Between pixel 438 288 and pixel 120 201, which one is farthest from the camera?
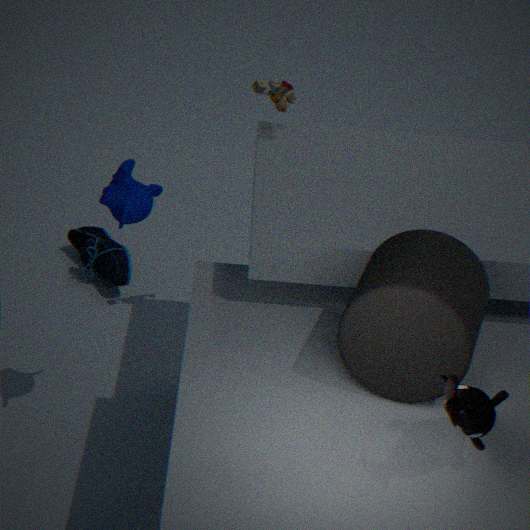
pixel 120 201
